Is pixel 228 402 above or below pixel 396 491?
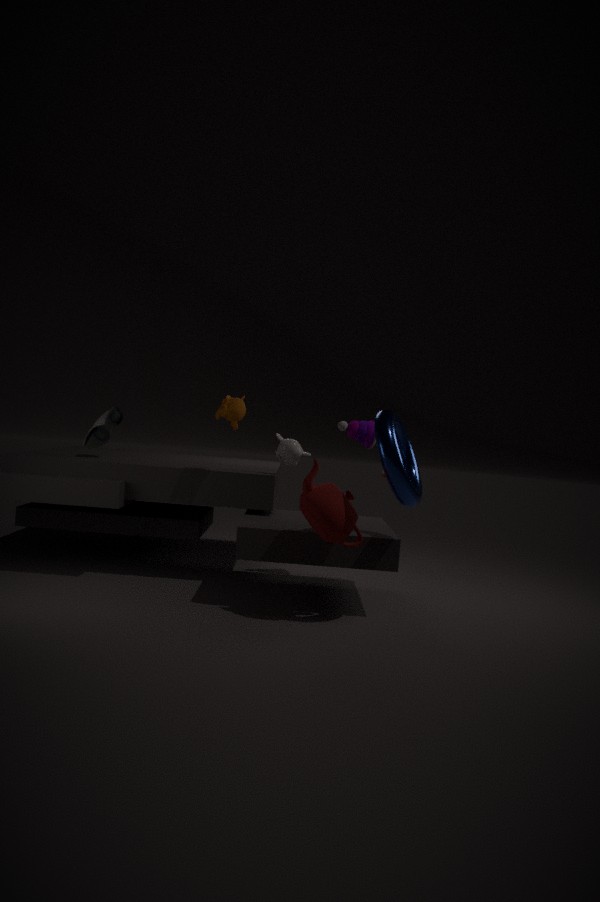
above
